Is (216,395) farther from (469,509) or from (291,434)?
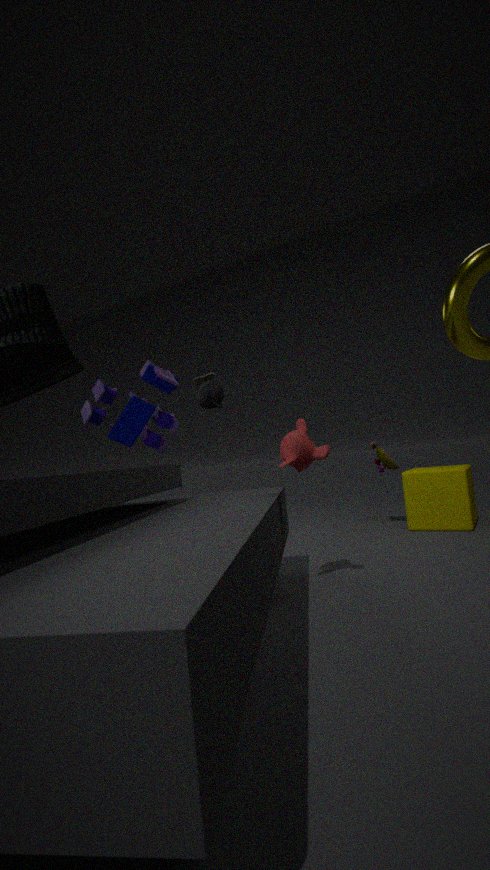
(469,509)
